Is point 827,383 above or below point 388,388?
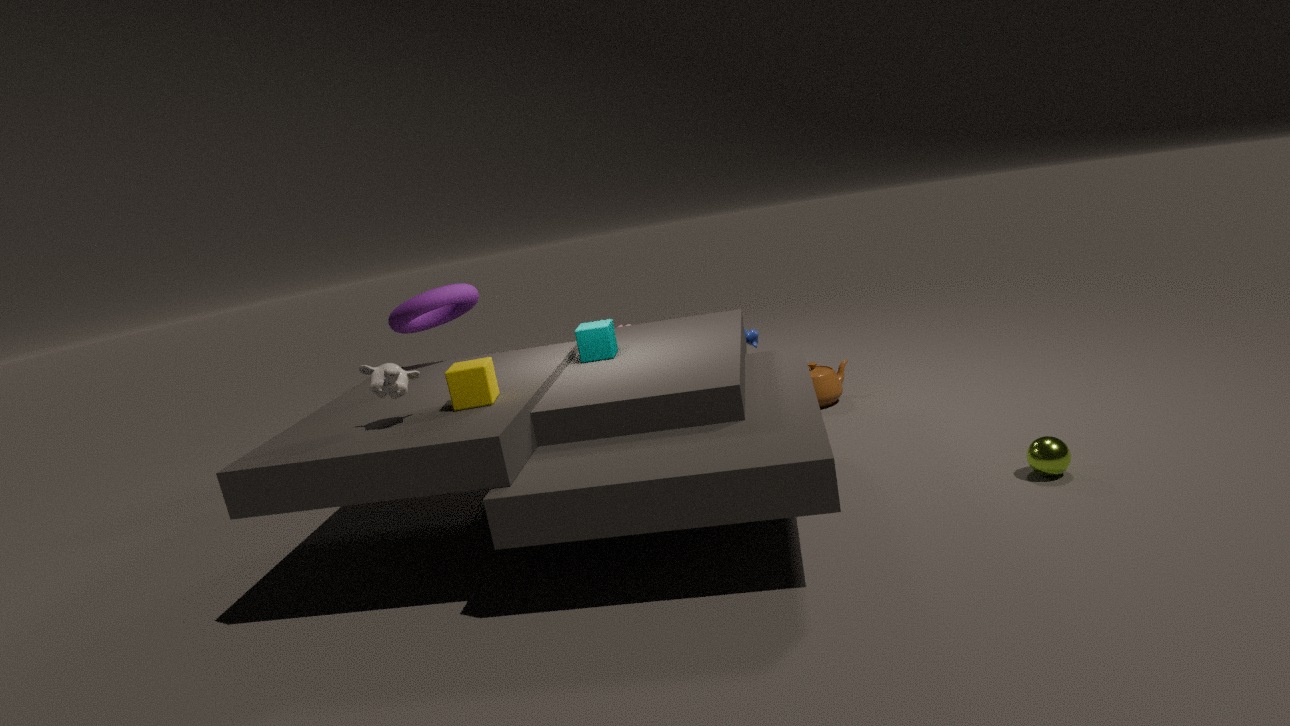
below
